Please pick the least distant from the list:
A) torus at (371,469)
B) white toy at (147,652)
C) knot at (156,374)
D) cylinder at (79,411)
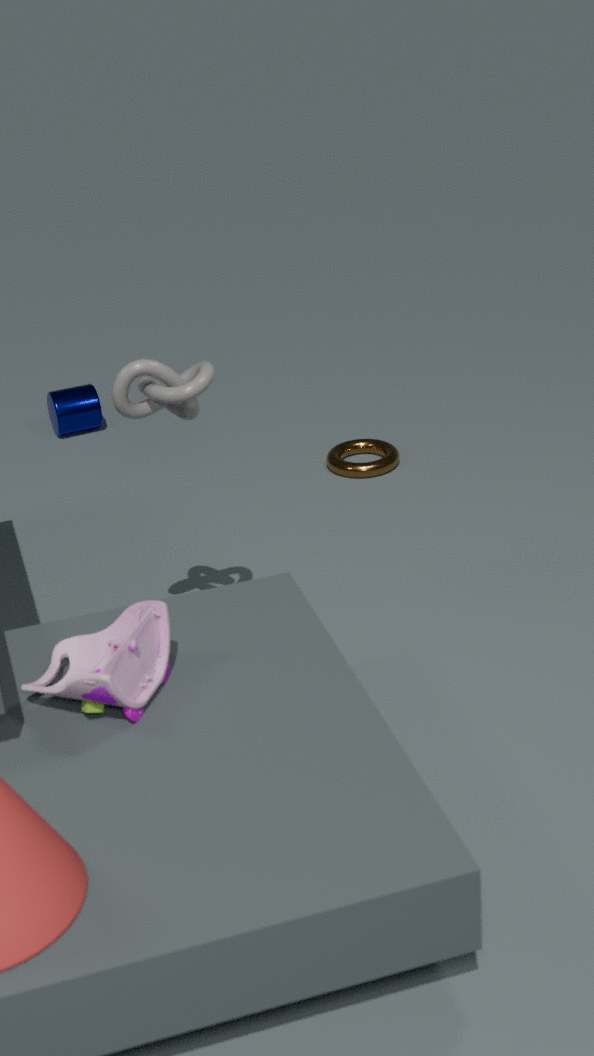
white toy at (147,652)
